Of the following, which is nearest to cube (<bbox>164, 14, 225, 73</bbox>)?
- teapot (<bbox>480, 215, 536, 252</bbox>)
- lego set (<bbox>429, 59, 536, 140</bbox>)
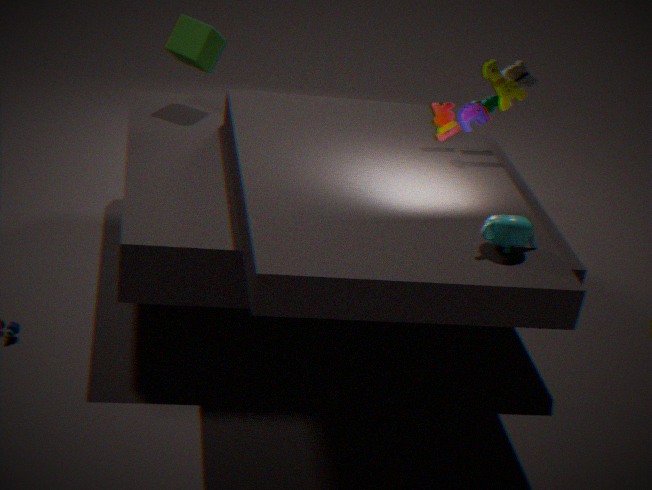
lego set (<bbox>429, 59, 536, 140</bbox>)
